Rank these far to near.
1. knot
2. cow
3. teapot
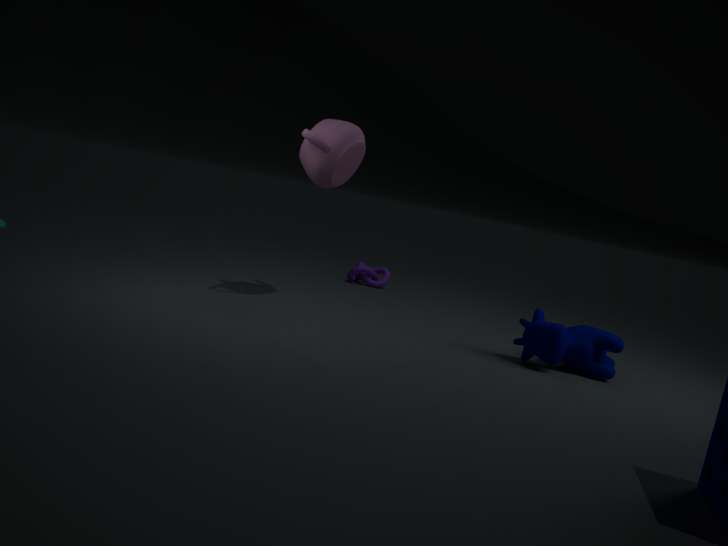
knot < teapot < cow
